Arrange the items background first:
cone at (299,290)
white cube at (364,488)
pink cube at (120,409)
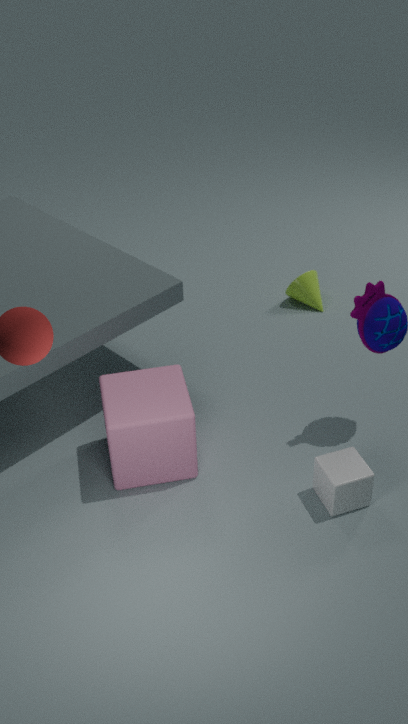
cone at (299,290) → pink cube at (120,409) → white cube at (364,488)
